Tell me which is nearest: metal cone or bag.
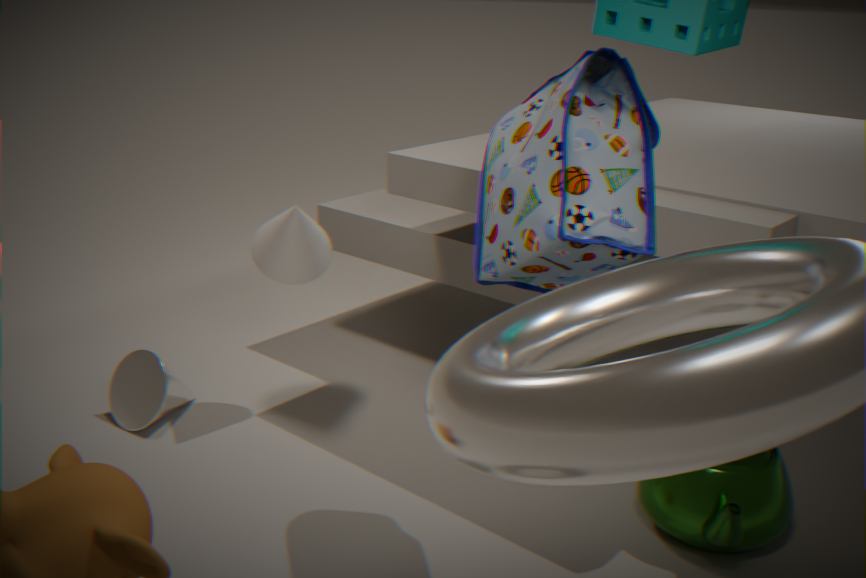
bag
